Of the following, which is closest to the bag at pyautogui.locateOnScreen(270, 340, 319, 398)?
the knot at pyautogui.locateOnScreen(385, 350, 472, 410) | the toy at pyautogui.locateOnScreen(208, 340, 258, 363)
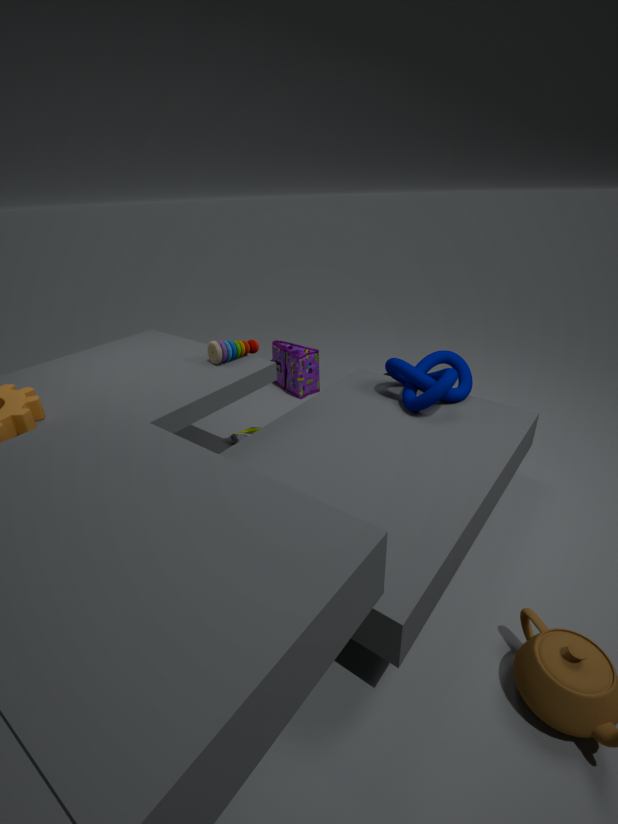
the toy at pyautogui.locateOnScreen(208, 340, 258, 363)
